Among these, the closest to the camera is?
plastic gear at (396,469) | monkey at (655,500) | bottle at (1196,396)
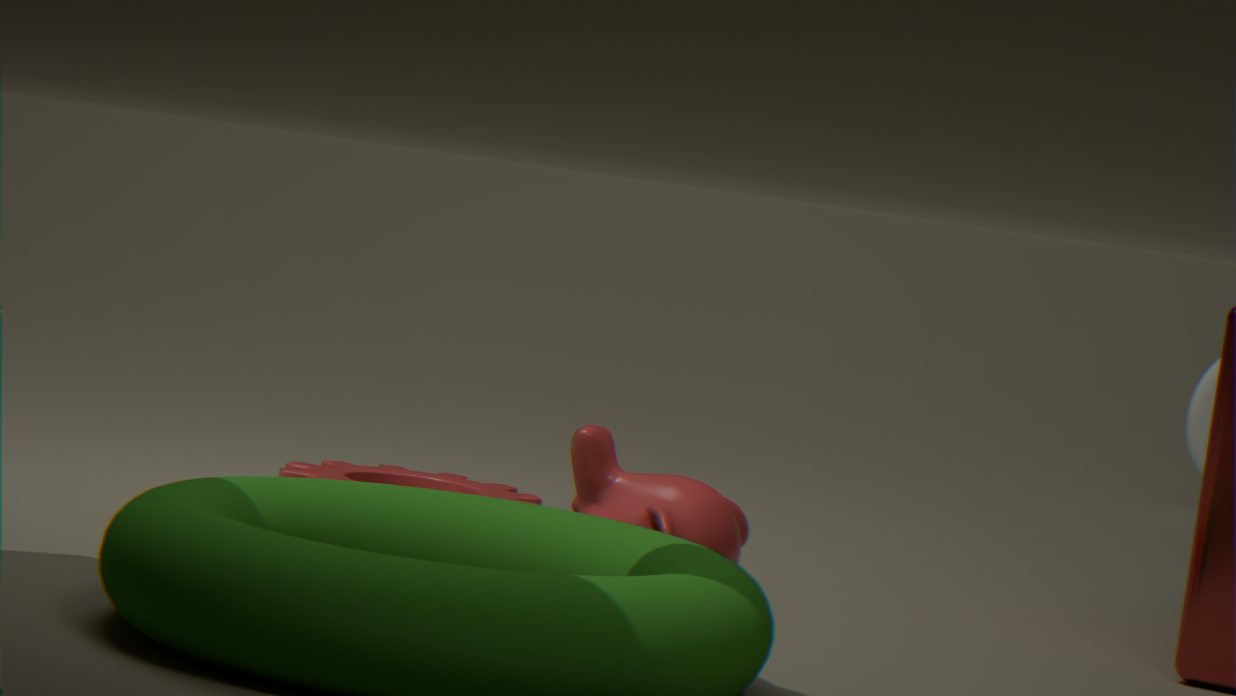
monkey at (655,500)
